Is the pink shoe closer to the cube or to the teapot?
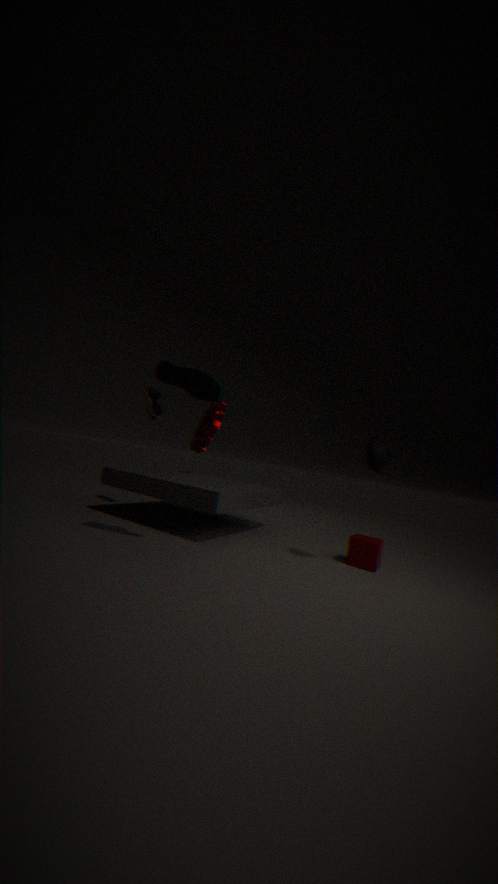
the teapot
